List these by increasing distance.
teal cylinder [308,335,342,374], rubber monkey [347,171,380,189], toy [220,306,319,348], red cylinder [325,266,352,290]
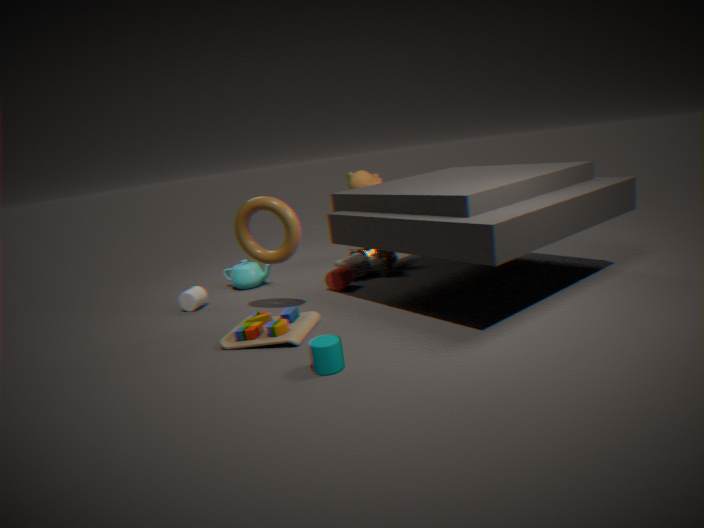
teal cylinder [308,335,342,374], toy [220,306,319,348], red cylinder [325,266,352,290], rubber monkey [347,171,380,189]
